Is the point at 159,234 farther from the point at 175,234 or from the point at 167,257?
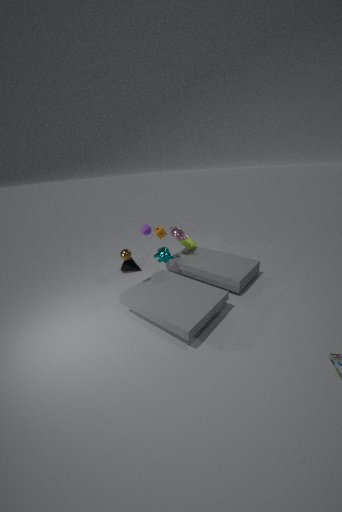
the point at 167,257
